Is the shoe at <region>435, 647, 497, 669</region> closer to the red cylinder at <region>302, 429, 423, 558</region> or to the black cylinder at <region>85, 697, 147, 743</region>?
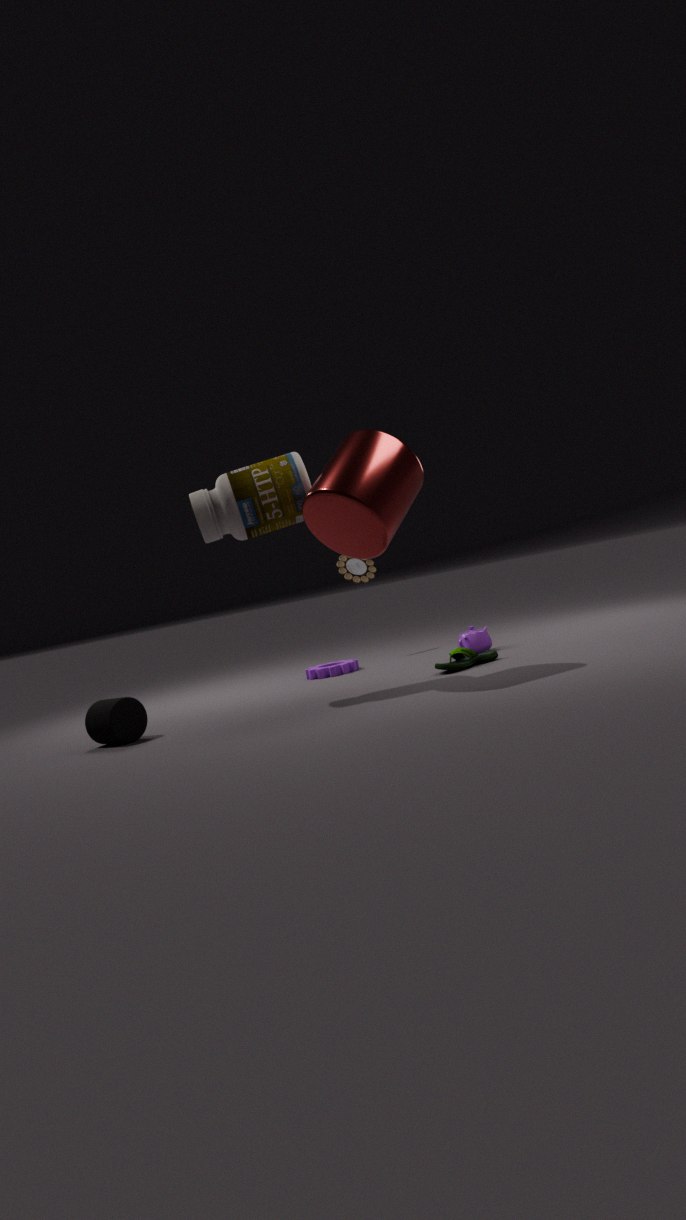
the red cylinder at <region>302, 429, 423, 558</region>
